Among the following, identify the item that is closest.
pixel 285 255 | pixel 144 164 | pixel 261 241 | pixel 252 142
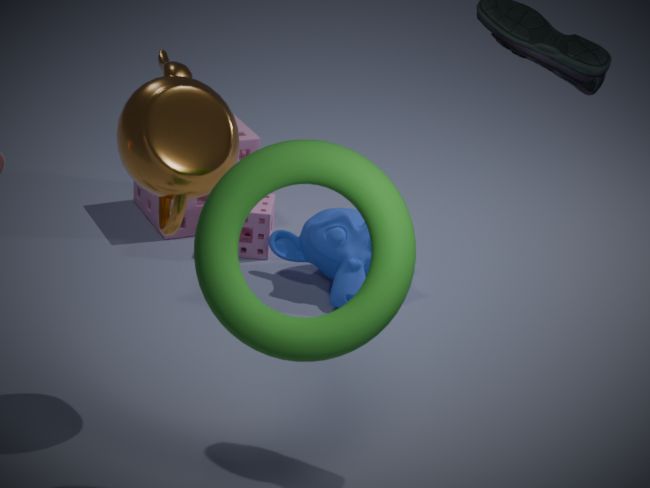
pixel 144 164
